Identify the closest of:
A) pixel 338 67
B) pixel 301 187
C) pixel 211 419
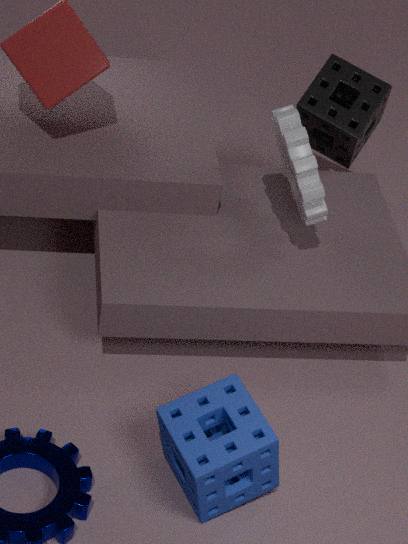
pixel 211 419
